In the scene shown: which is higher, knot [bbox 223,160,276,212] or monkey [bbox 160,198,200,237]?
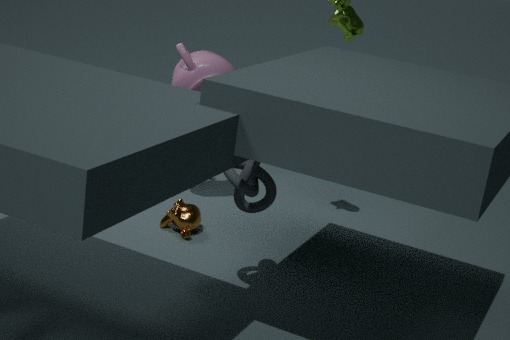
knot [bbox 223,160,276,212]
